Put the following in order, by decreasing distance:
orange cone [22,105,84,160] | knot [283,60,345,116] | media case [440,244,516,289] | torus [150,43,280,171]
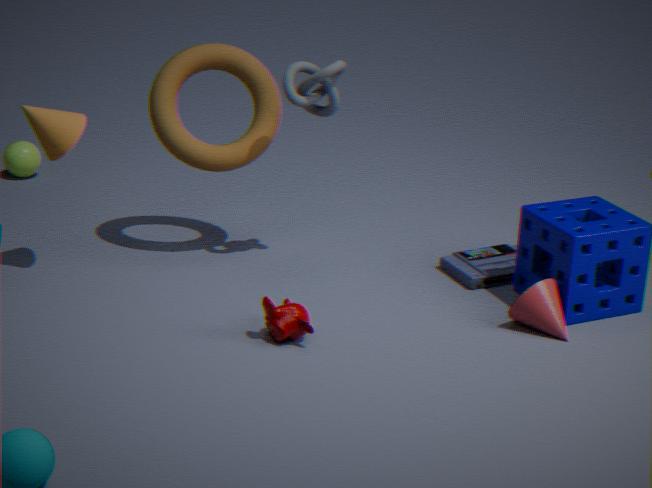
1. media case [440,244,516,289]
2. torus [150,43,280,171]
3. knot [283,60,345,116]
4. orange cone [22,105,84,160]
